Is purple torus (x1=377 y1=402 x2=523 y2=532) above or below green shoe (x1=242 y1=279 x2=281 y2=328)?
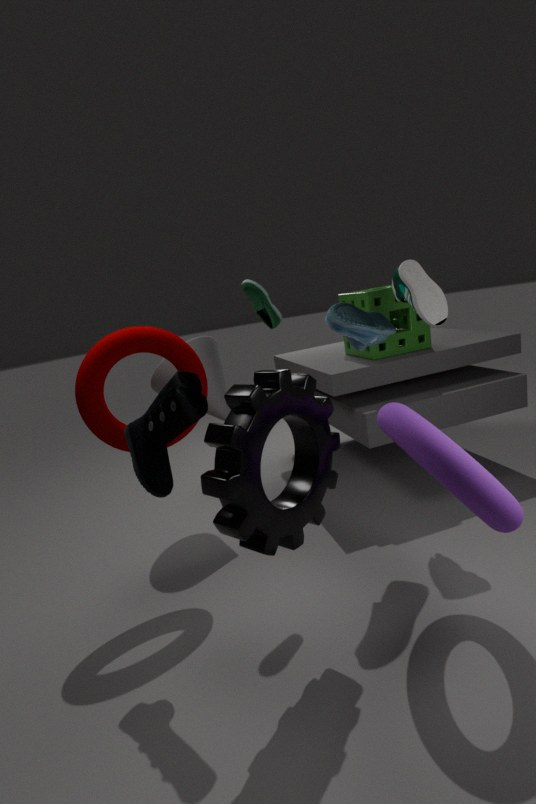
below
